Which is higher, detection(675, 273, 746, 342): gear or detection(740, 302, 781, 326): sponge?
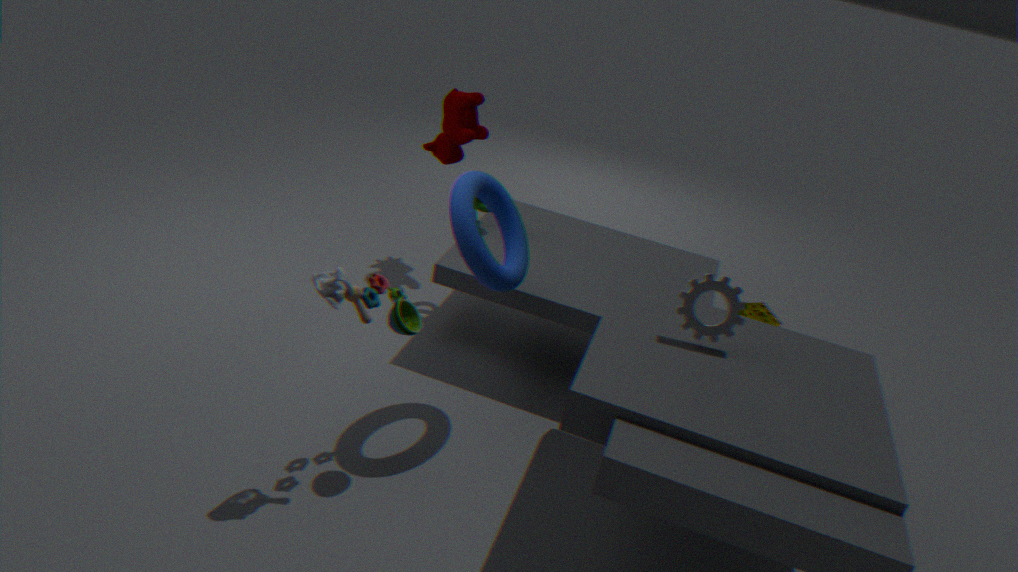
detection(675, 273, 746, 342): gear
